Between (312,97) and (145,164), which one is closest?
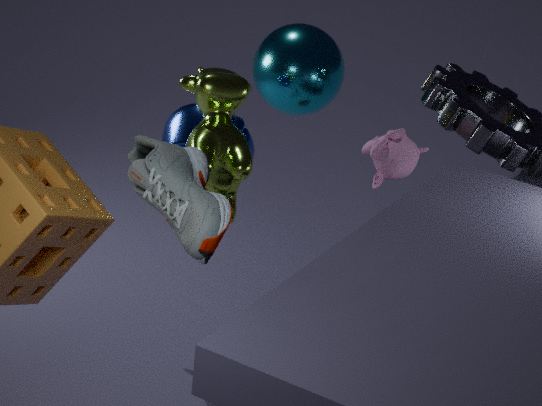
(145,164)
